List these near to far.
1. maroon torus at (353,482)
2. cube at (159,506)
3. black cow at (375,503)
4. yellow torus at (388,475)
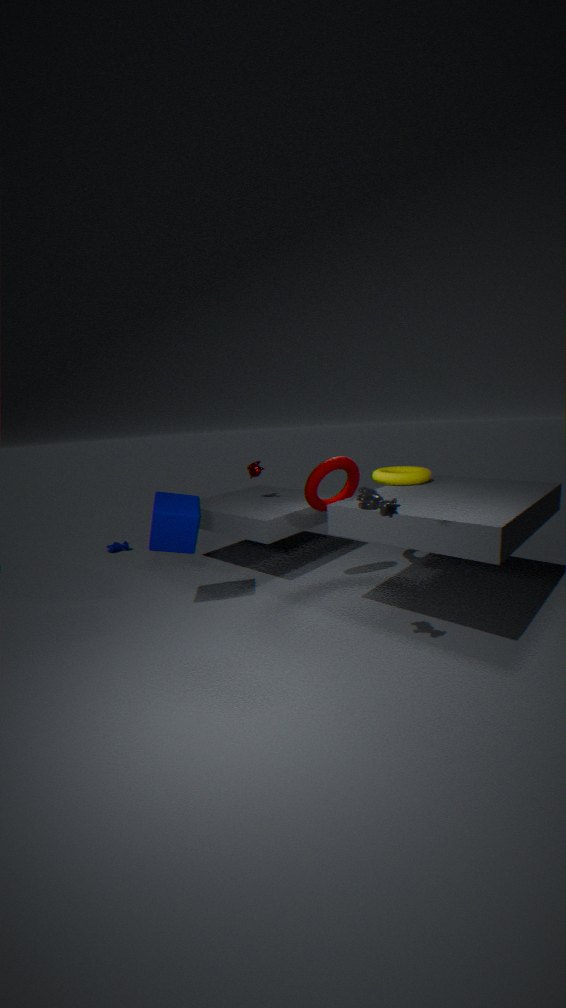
1. black cow at (375,503)
2. cube at (159,506)
3. maroon torus at (353,482)
4. yellow torus at (388,475)
